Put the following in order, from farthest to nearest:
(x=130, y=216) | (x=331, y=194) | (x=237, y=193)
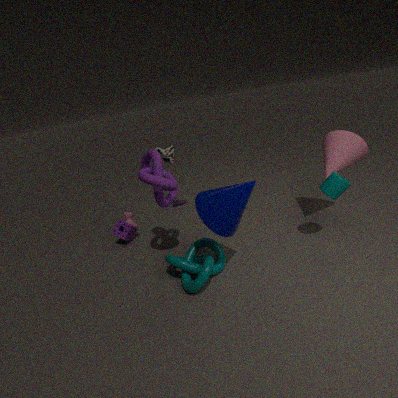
(x=130, y=216) → (x=331, y=194) → (x=237, y=193)
